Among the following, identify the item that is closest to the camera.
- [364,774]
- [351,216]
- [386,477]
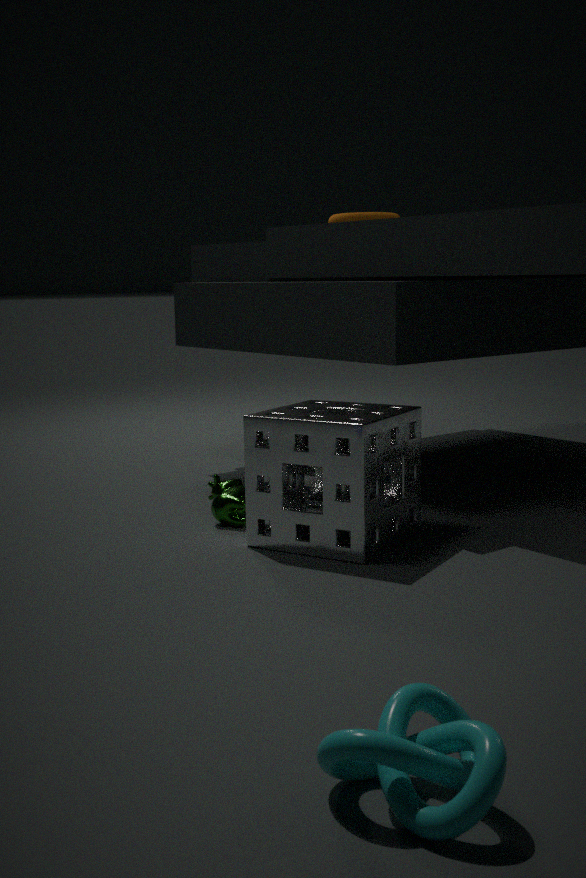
[364,774]
